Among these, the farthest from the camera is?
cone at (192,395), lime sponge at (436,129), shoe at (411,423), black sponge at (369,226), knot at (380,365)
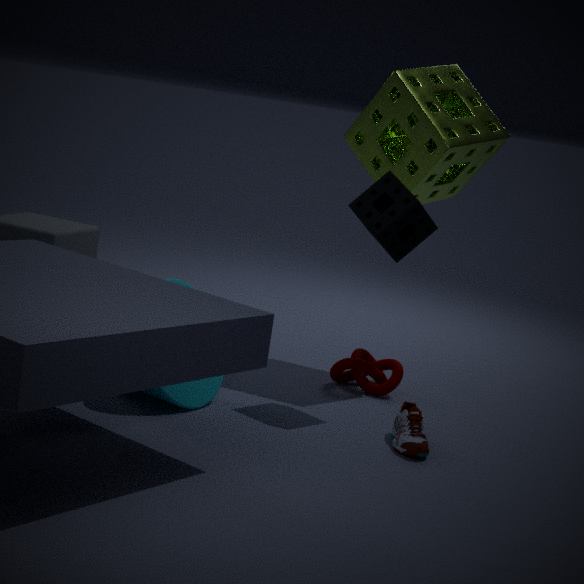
knot at (380,365)
